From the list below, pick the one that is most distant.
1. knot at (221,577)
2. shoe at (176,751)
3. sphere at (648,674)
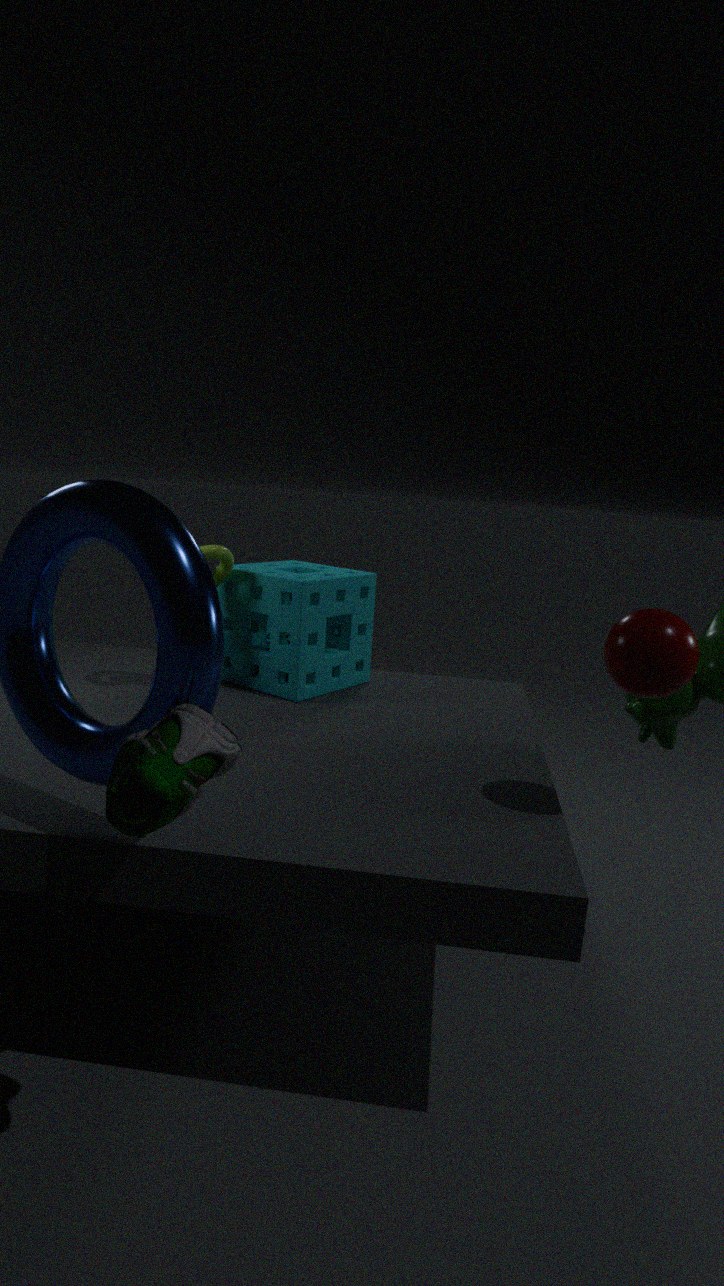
knot at (221,577)
